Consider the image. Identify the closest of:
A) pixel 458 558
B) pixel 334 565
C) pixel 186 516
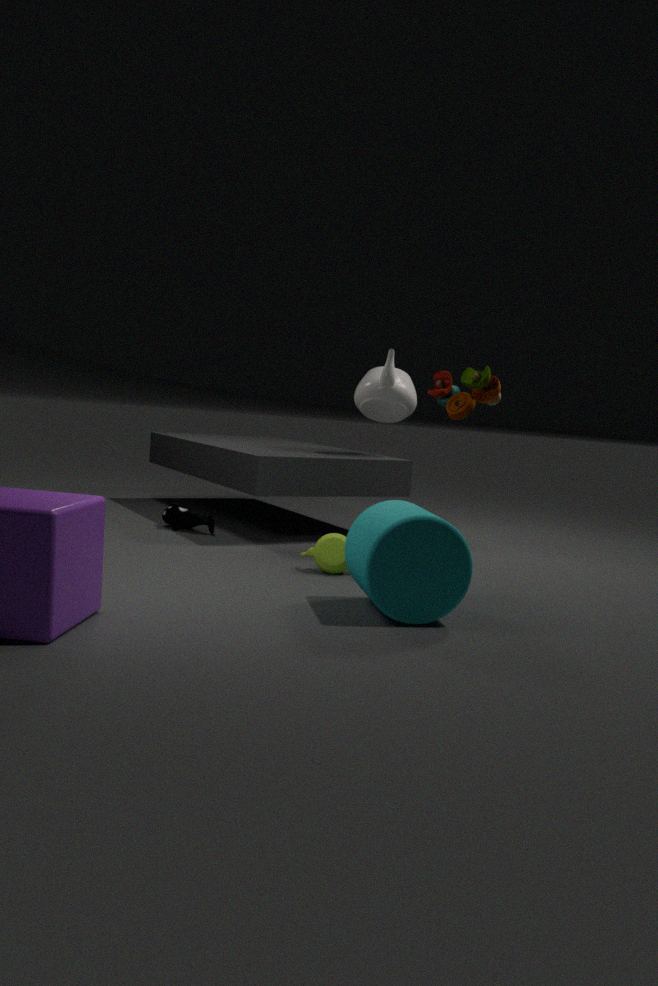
pixel 458 558
